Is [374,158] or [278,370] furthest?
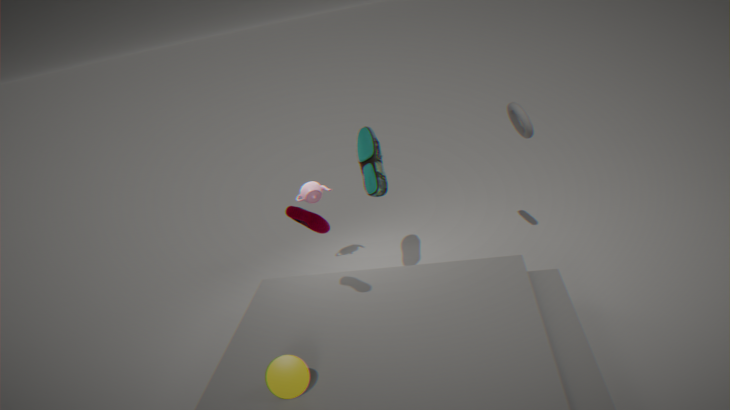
[374,158]
